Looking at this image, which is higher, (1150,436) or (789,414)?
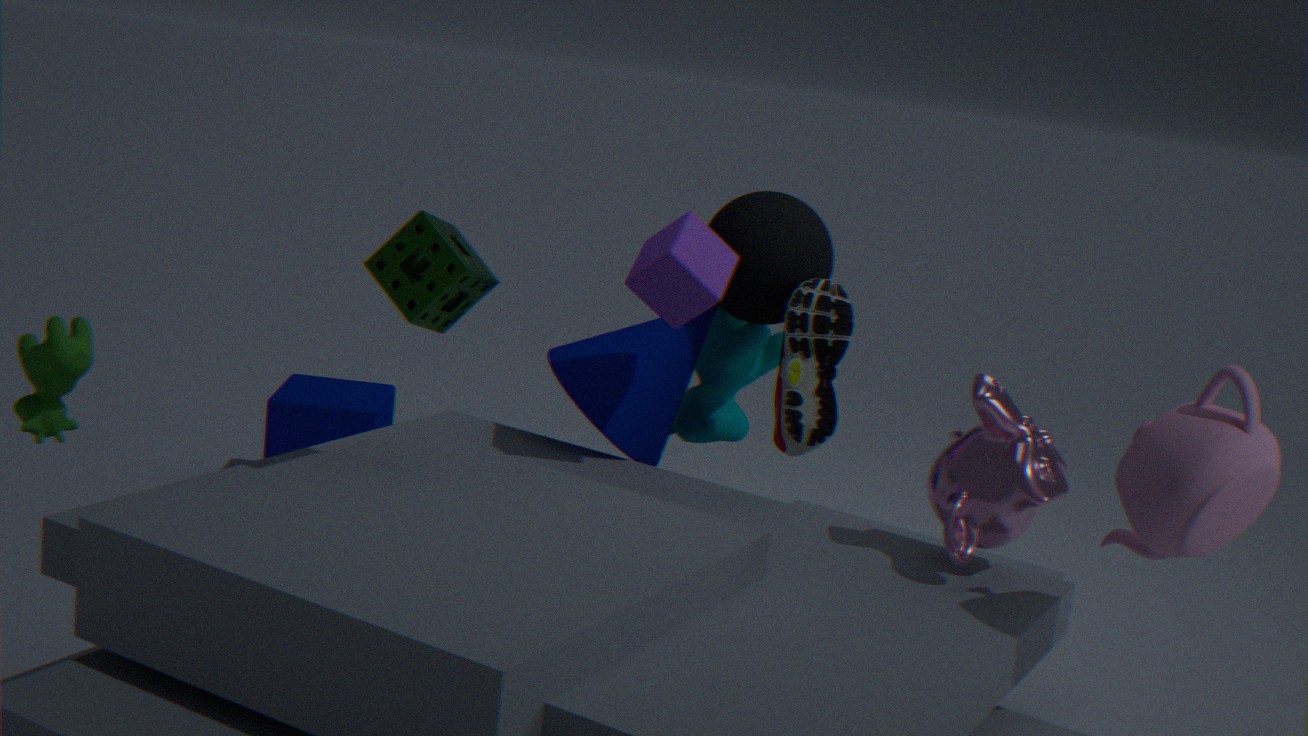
(1150,436)
